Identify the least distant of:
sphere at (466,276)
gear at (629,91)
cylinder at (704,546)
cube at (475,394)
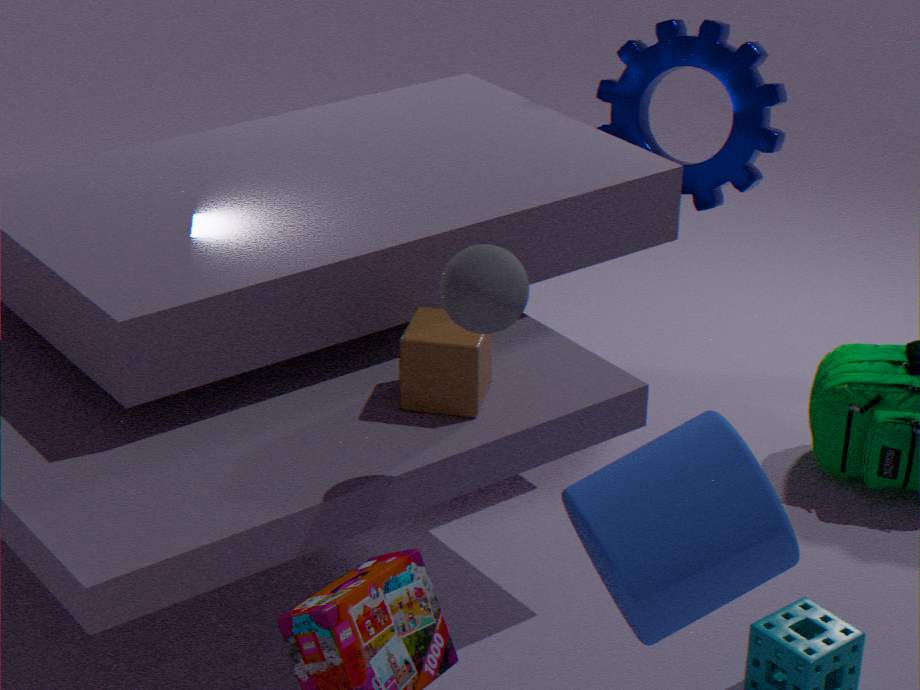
cylinder at (704,546)
